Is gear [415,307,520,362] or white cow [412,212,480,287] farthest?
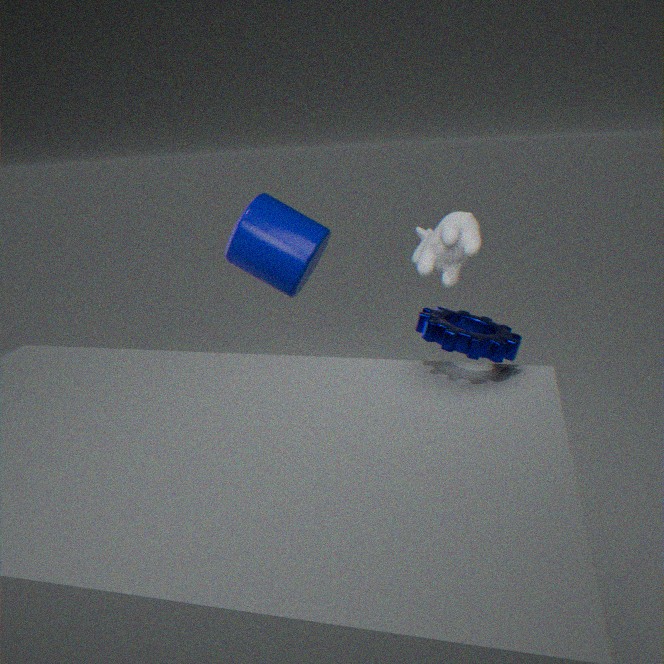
white cow [412,212,480,287]
